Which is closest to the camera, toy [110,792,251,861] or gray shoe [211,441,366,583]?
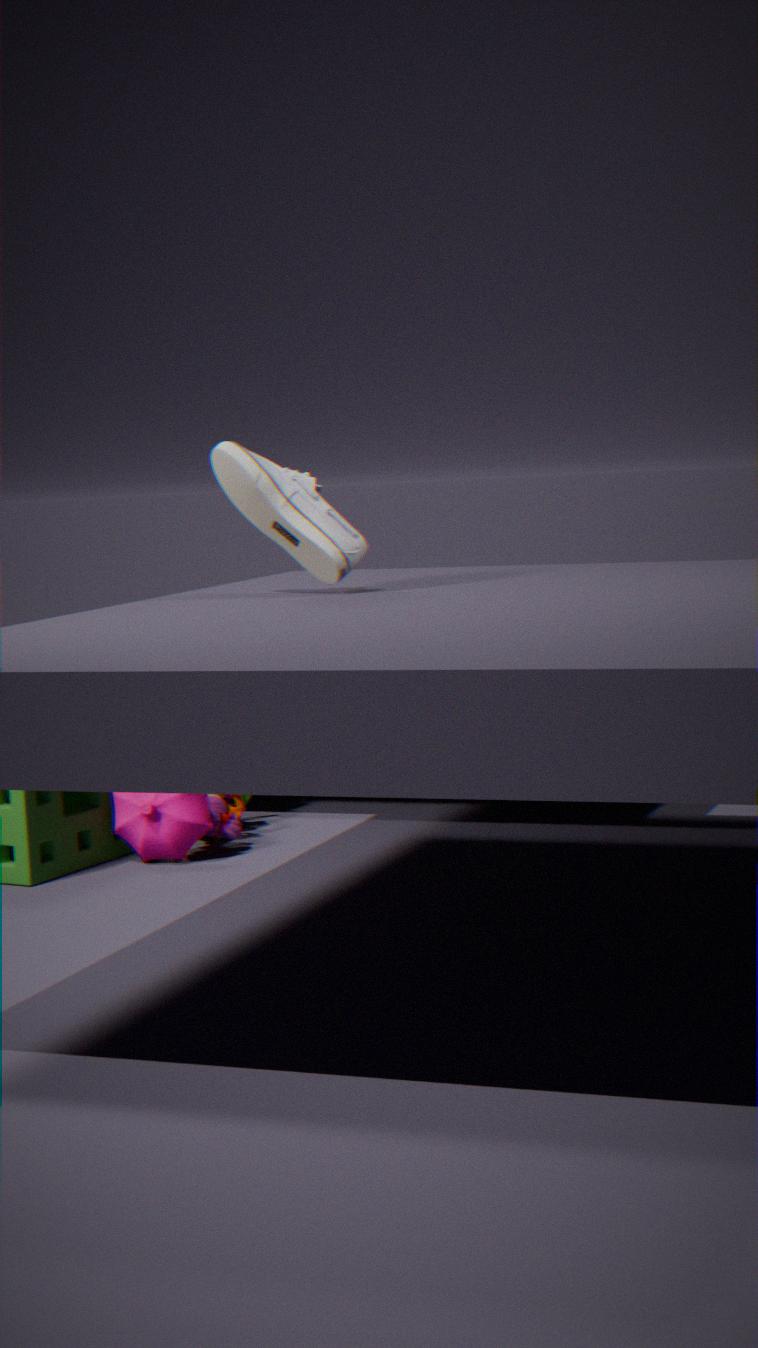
gray shoe [211,441,366,583]
